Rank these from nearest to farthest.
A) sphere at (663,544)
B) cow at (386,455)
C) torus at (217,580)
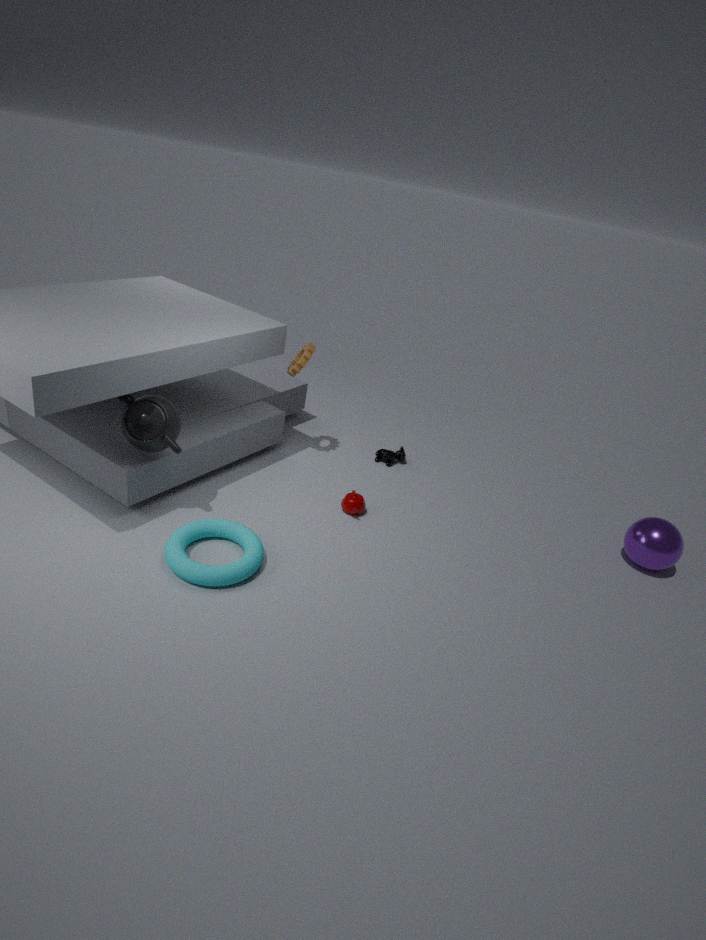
torus at (217,580) → sphere at (663,544) → cow at (386,455)
